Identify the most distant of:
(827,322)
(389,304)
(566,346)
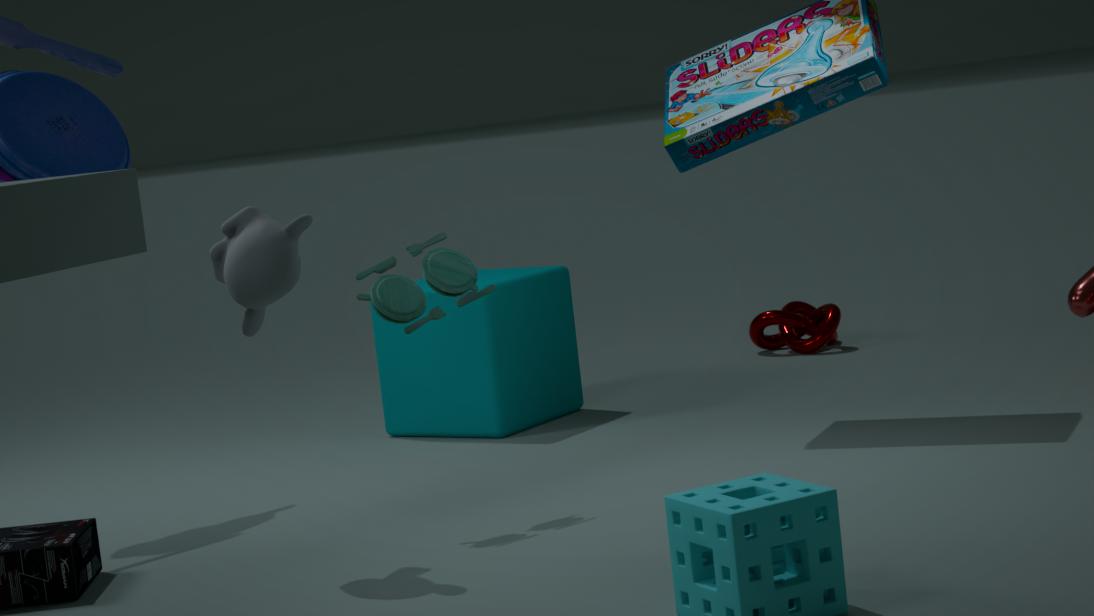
(827,322)
